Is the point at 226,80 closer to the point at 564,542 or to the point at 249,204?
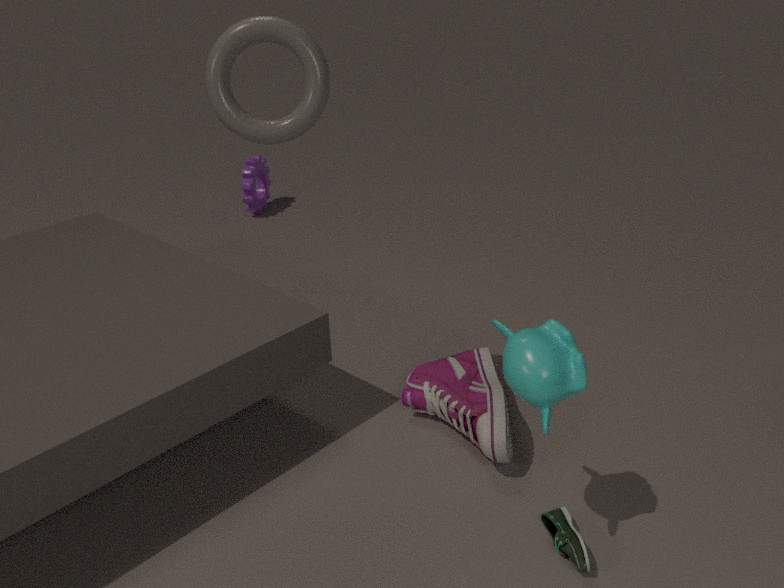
the point at 564,542
